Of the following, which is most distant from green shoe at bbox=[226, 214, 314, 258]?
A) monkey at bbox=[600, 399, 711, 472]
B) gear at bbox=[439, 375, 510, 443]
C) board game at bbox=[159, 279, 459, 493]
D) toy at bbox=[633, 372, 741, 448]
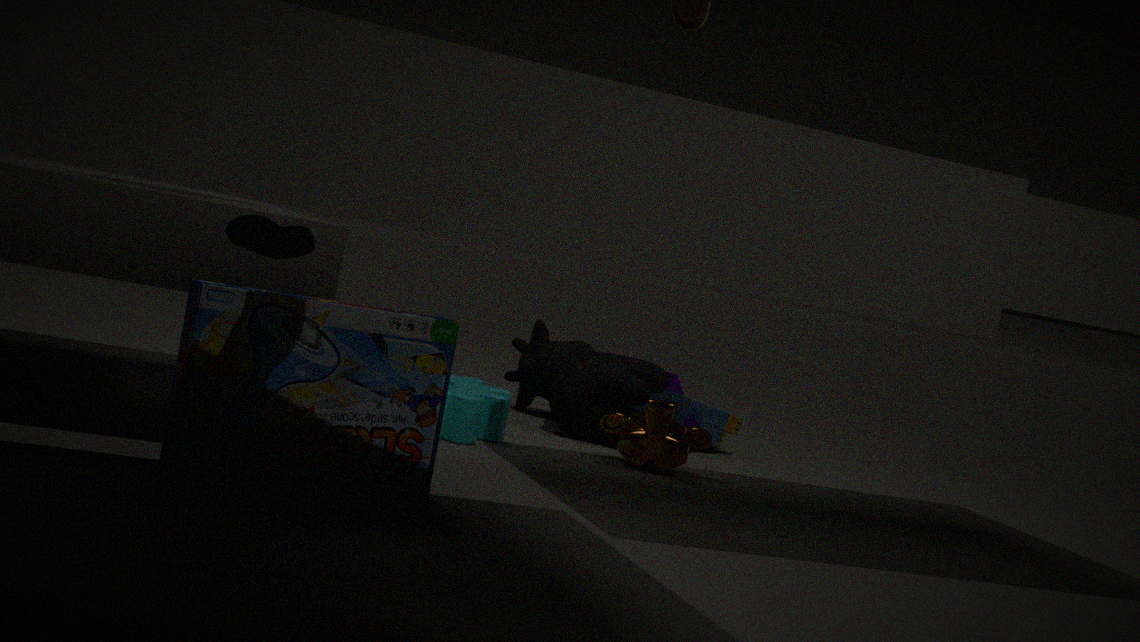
toy at bbox=[633, 372, 741, 448]
